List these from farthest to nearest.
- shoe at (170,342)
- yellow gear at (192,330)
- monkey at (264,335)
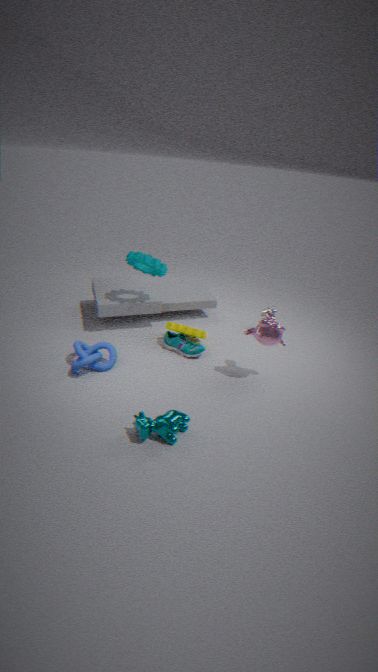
shoe at (170,342) → yellow gear at (192,330) → monkey at (264,335)
